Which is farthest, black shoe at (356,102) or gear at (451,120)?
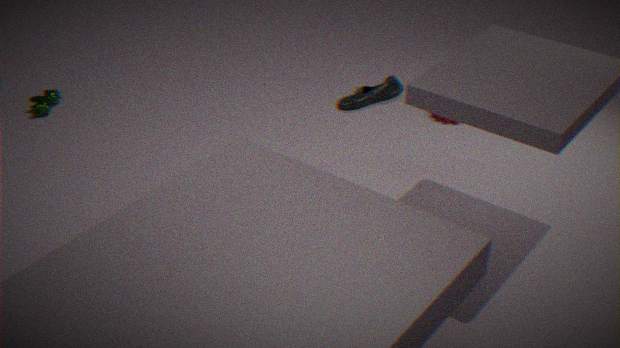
gear at (451,120)
